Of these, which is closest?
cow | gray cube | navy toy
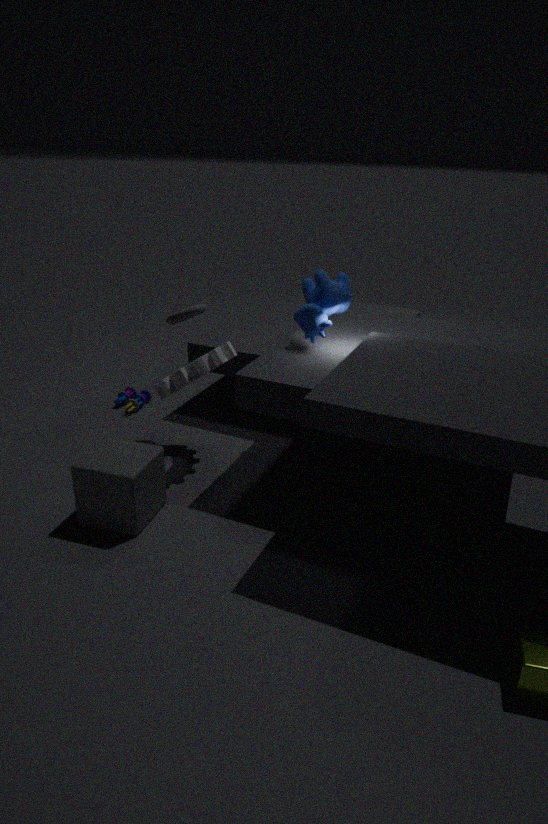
gray cube
